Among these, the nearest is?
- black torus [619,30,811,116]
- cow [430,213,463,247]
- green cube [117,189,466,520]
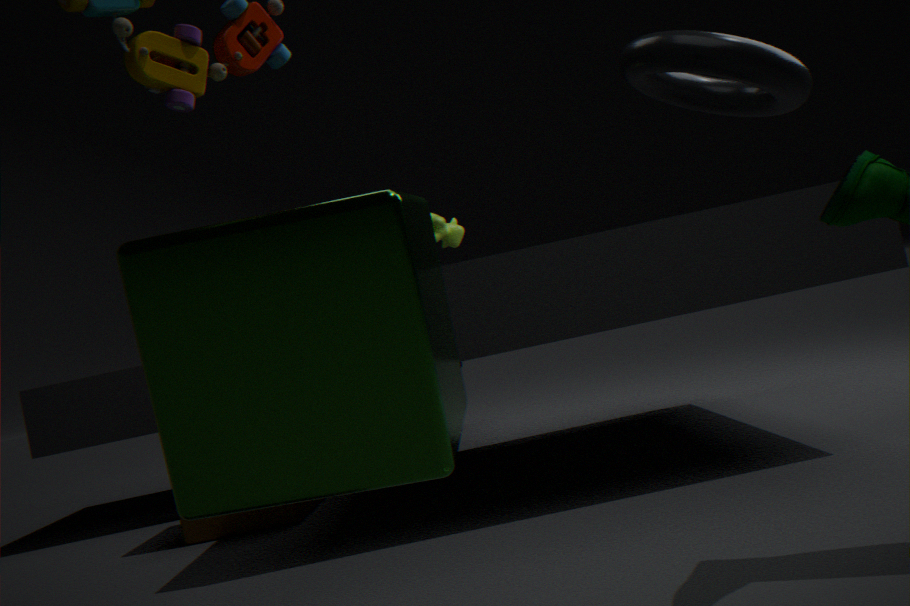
green cube [117,189,466,520]
